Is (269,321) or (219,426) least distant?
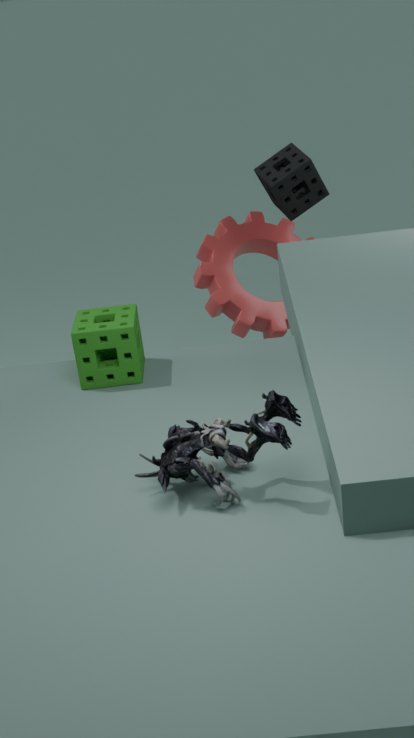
(219,426)
